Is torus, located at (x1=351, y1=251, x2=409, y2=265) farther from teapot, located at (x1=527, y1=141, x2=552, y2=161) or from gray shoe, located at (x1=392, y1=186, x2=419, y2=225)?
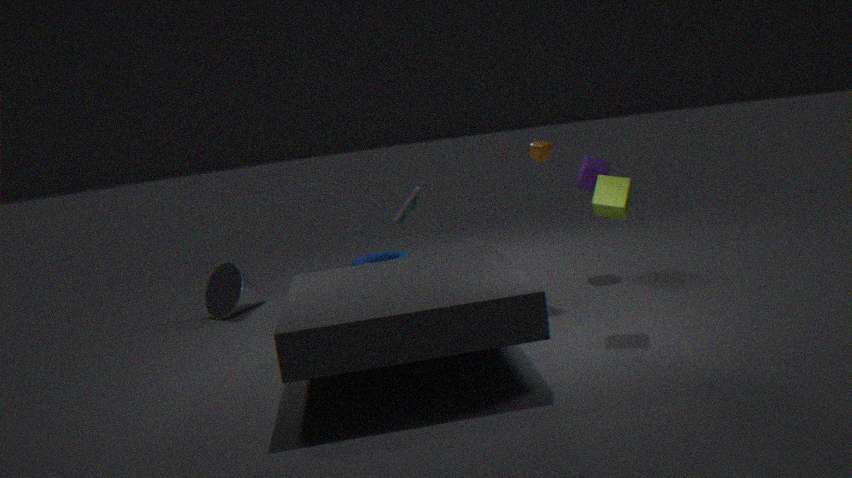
teapot, located at (x1=527, y1=141, x2=552, y2=161)
